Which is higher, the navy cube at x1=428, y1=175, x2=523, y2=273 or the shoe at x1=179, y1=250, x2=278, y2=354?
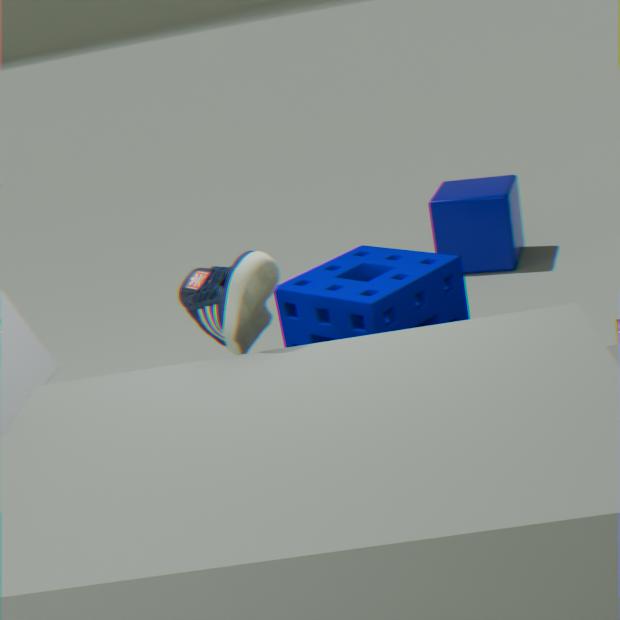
the shoe at x1=179, y1=250, x2=278, y2=354
